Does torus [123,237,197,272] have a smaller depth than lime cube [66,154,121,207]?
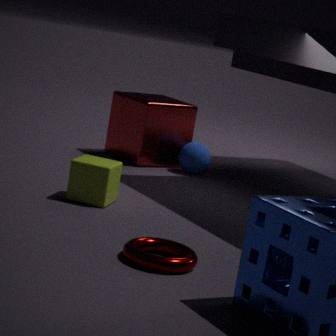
Yes
